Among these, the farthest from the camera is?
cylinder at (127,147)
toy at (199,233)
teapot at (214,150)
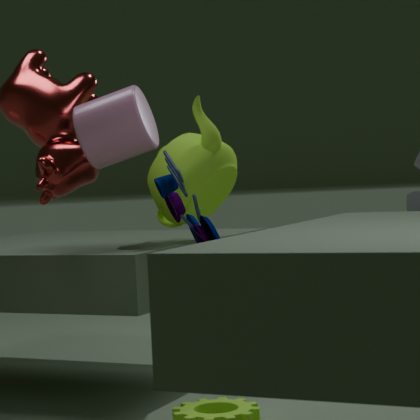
teapot at (214,150)
